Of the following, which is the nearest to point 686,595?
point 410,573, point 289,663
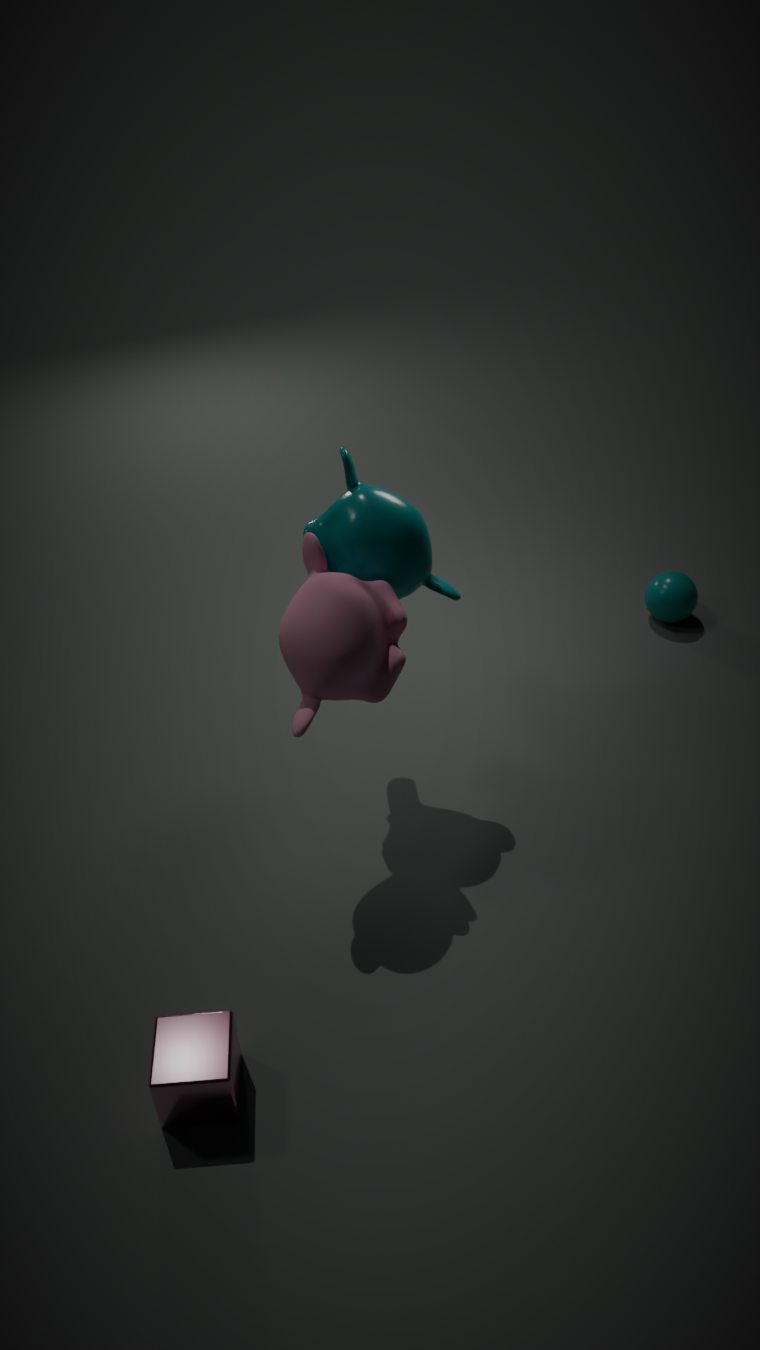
point 410,573
